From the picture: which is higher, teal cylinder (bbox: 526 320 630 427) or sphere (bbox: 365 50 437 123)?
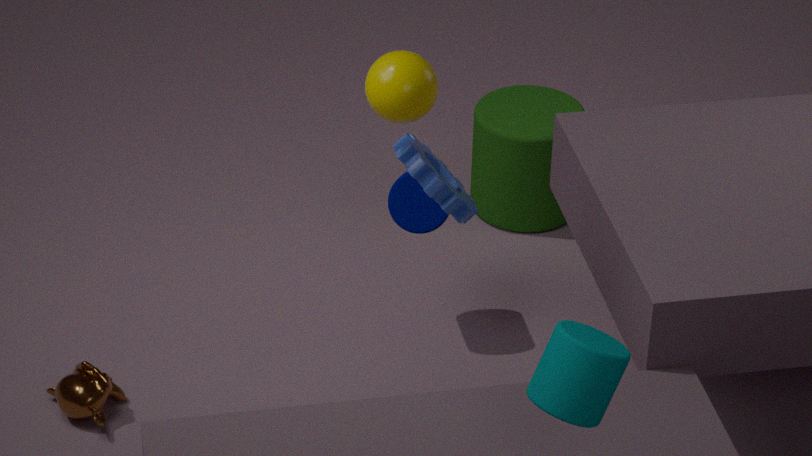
sphere (bbox: 365 50 437 123)
